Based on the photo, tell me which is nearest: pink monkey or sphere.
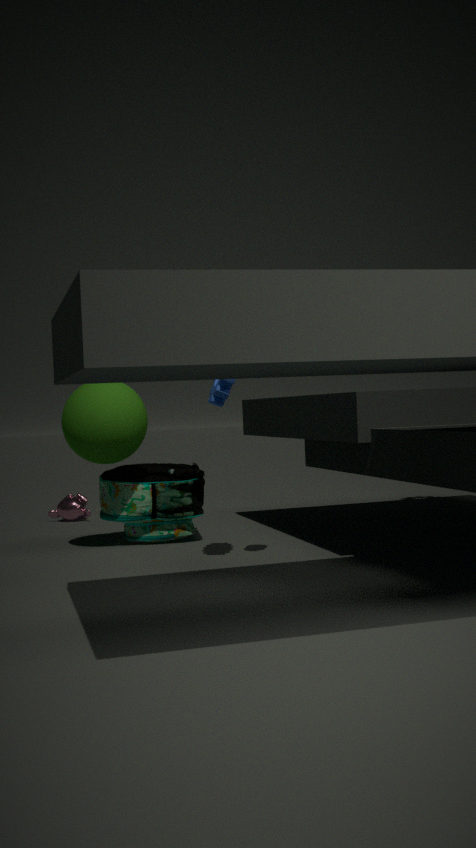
sphere
